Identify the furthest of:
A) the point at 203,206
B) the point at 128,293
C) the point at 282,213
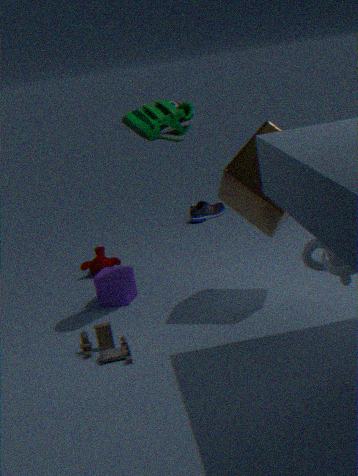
the point at 203,206
